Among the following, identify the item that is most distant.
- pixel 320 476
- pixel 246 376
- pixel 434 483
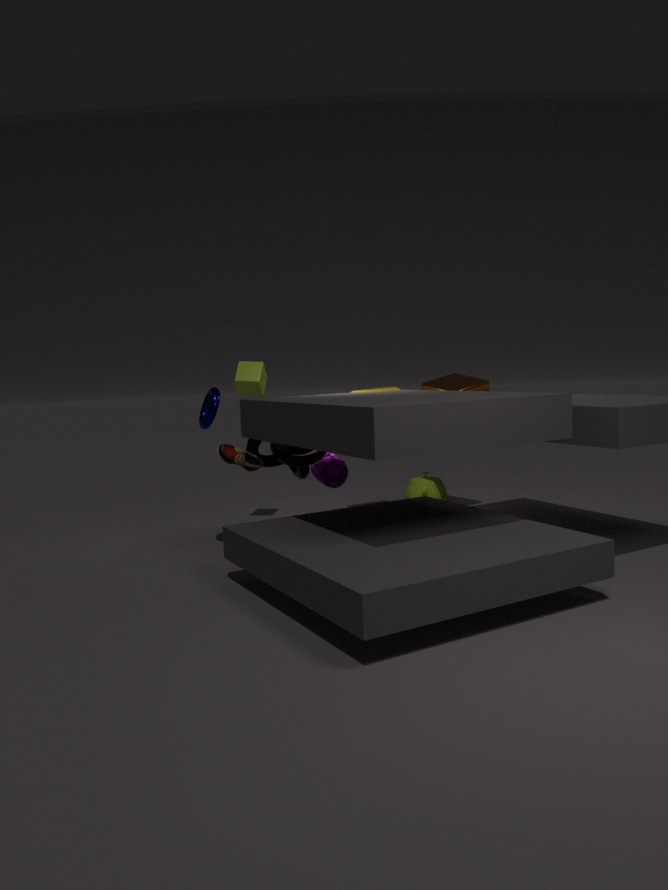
pixel 434 483
